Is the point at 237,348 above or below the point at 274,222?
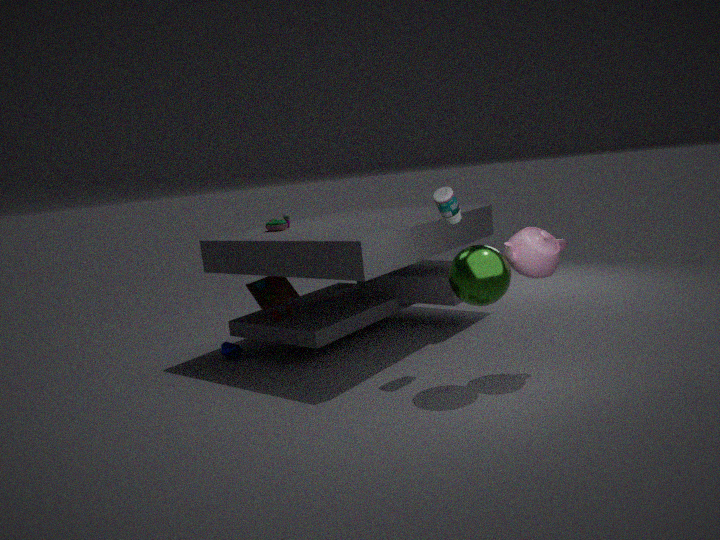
below
